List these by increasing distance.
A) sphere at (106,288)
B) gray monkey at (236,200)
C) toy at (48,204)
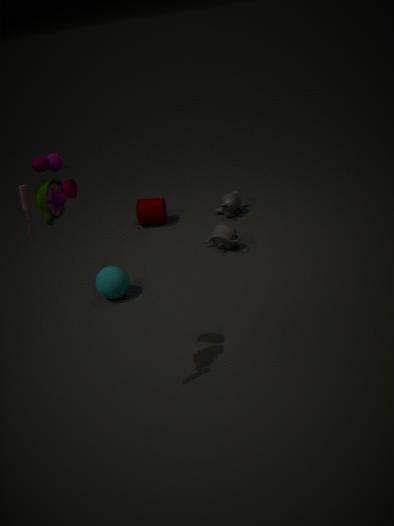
toy at (48,204) → sphere at (106,288) → gray monkey at (236,200)
